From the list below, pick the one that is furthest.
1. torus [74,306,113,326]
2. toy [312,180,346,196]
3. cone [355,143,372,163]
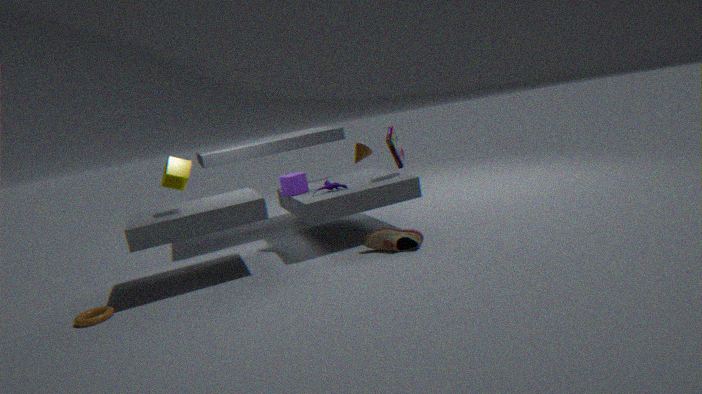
cone [355,143,372,163]
